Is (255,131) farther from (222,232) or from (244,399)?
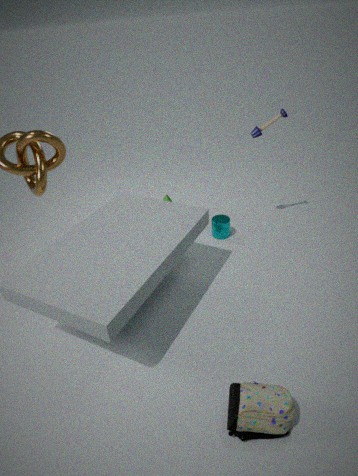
(244,399)
